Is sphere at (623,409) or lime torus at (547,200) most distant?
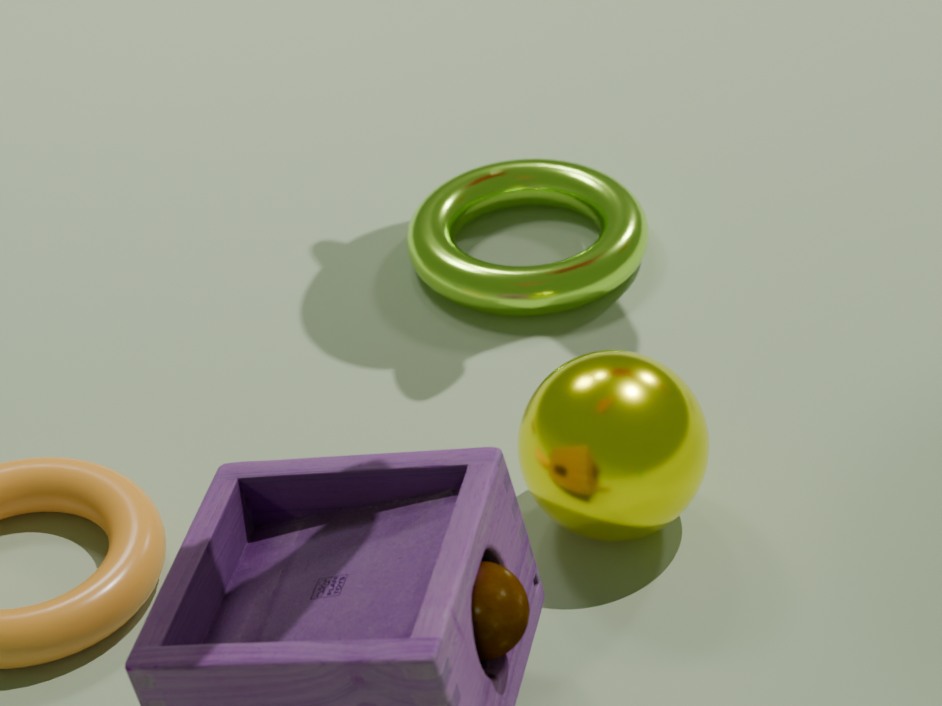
lime torus at (547,200)
